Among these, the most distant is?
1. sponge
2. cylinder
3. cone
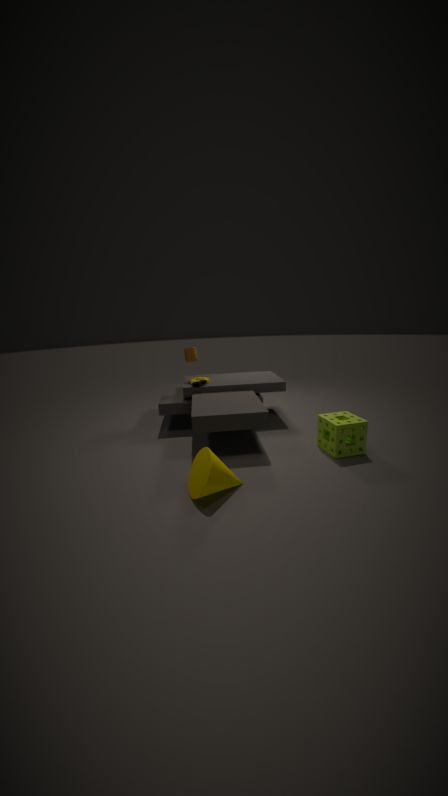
cylinder
